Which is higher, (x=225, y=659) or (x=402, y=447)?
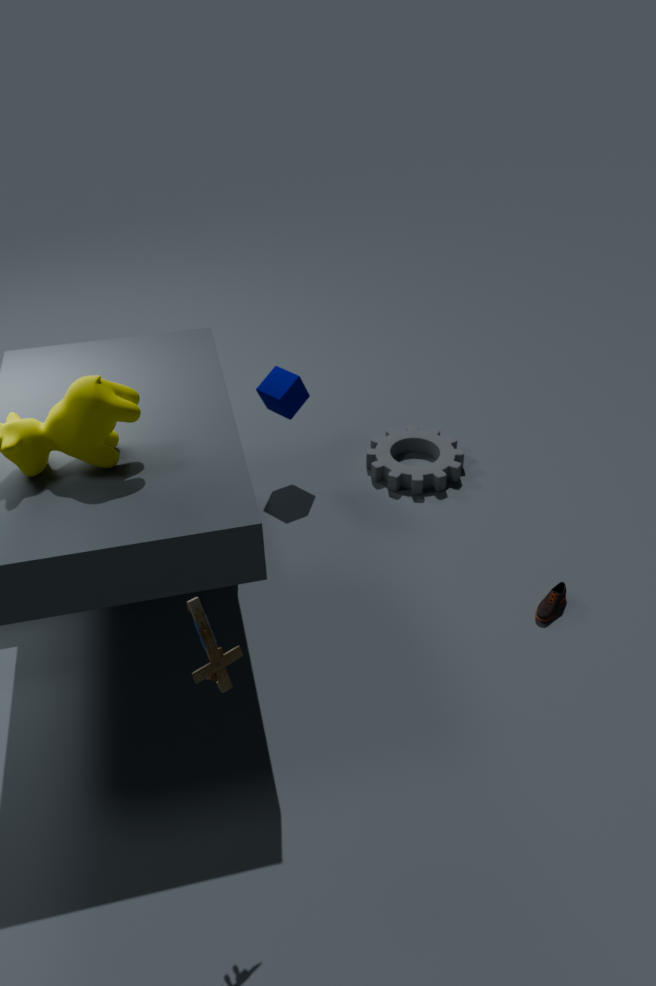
(x=225, y=659)
